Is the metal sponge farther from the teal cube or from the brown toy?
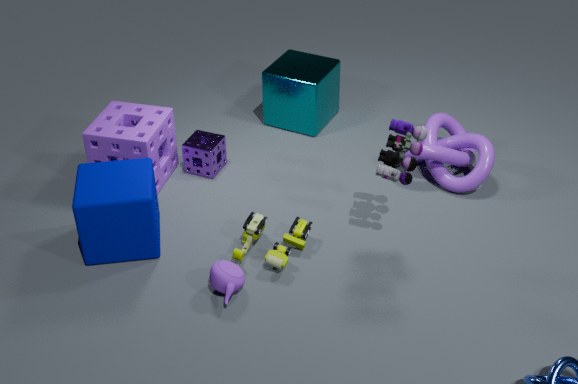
the brown toy
